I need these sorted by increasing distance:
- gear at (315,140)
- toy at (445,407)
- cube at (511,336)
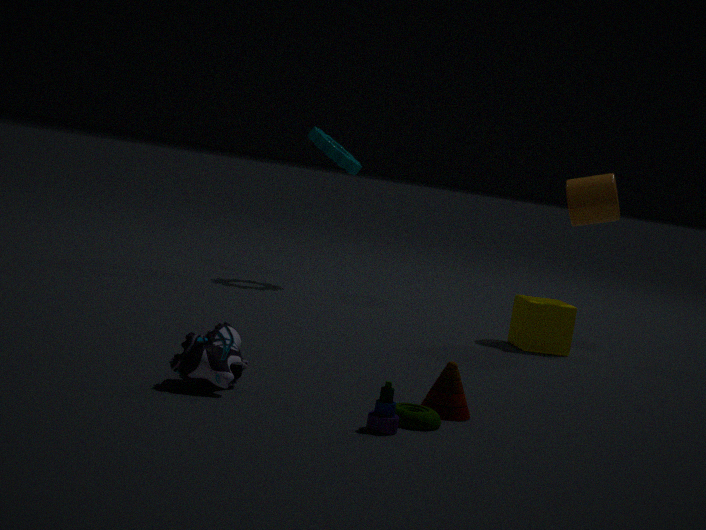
toy at (445,407) < cube at (511,336) < gear at (315,140)
